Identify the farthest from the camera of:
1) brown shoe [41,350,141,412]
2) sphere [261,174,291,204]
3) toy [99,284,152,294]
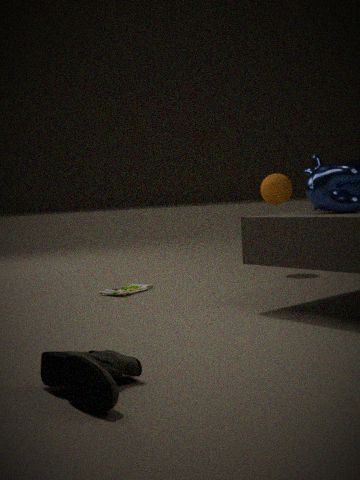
2. sphere [261,174,291,204]
